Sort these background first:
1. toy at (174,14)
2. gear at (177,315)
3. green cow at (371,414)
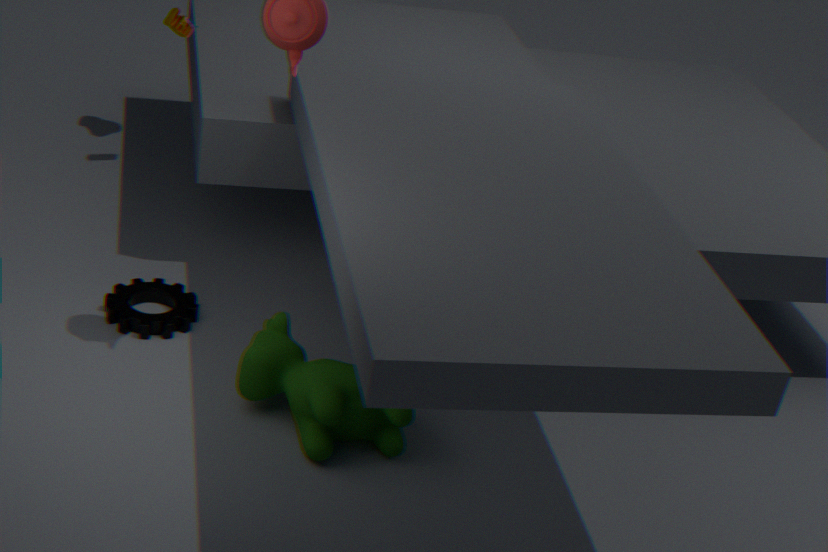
toy at (174,14) → gear at (177,315) → green cow at (371,414)
